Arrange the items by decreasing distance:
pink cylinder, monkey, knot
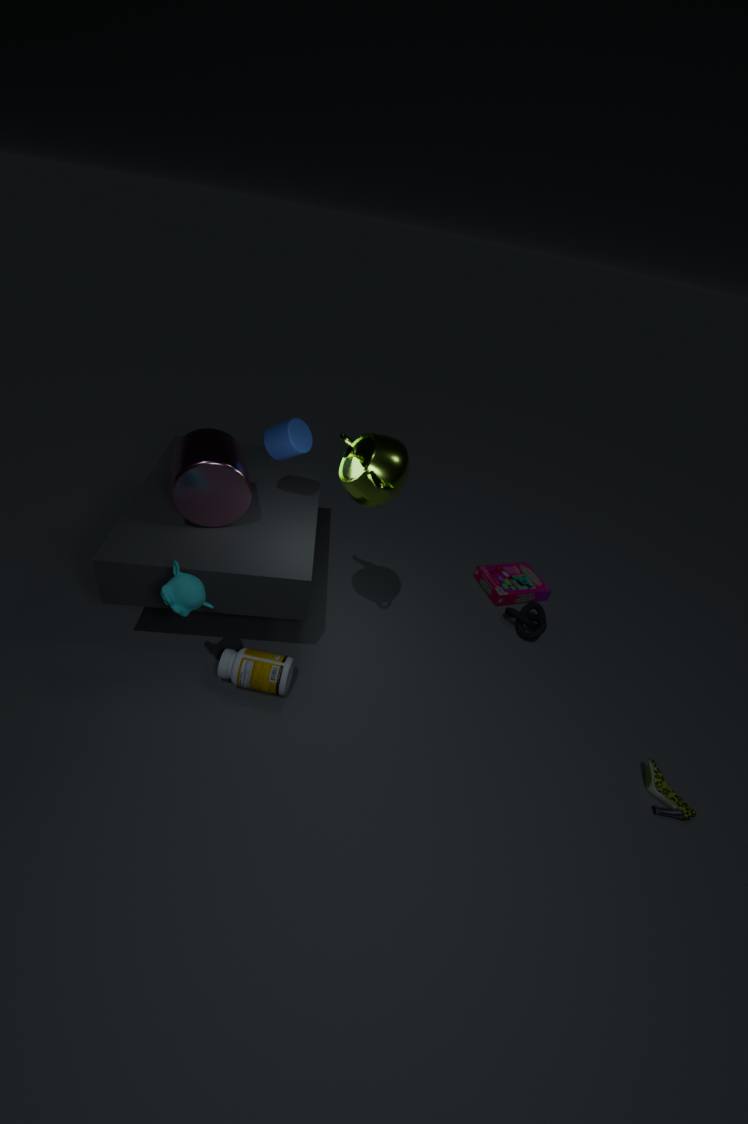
knot < pink cylinder < monkey
